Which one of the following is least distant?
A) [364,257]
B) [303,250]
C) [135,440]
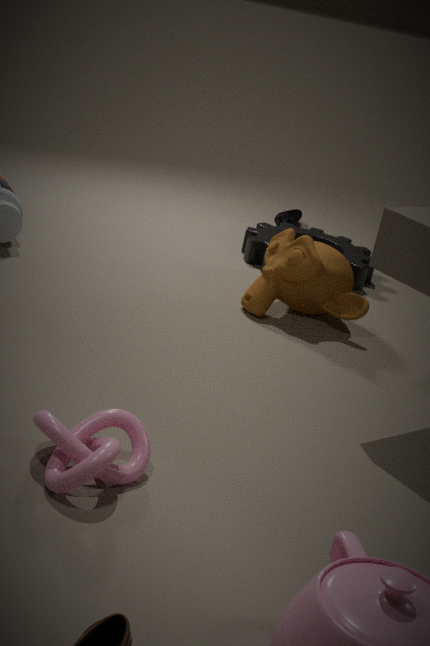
[135,440]
